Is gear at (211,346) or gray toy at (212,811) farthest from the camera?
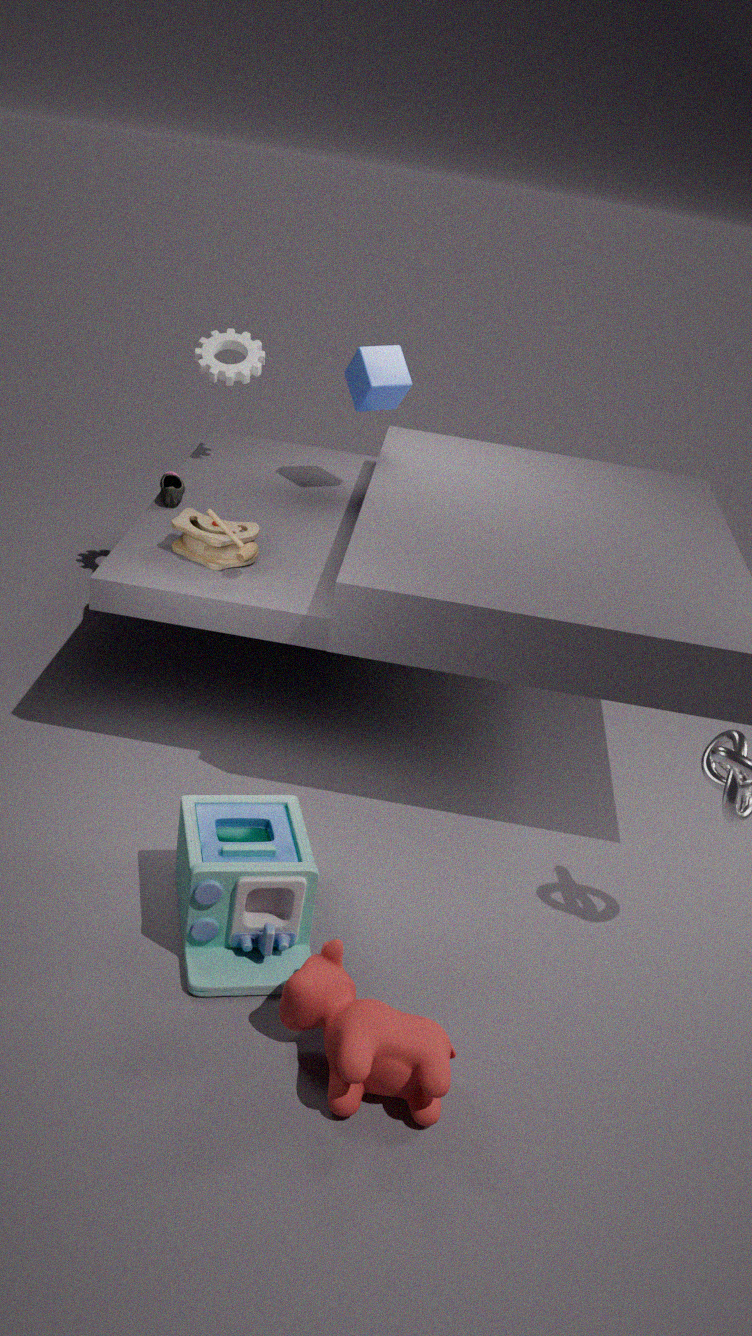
gear at (211,346)
